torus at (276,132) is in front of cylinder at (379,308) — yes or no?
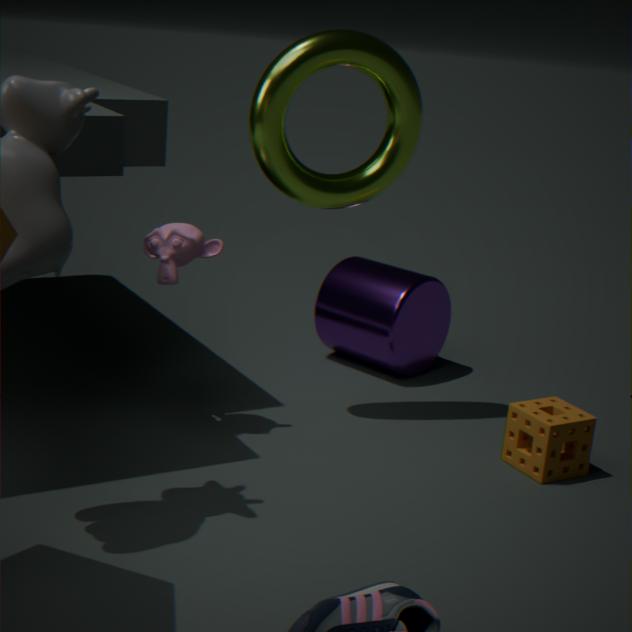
Yes
